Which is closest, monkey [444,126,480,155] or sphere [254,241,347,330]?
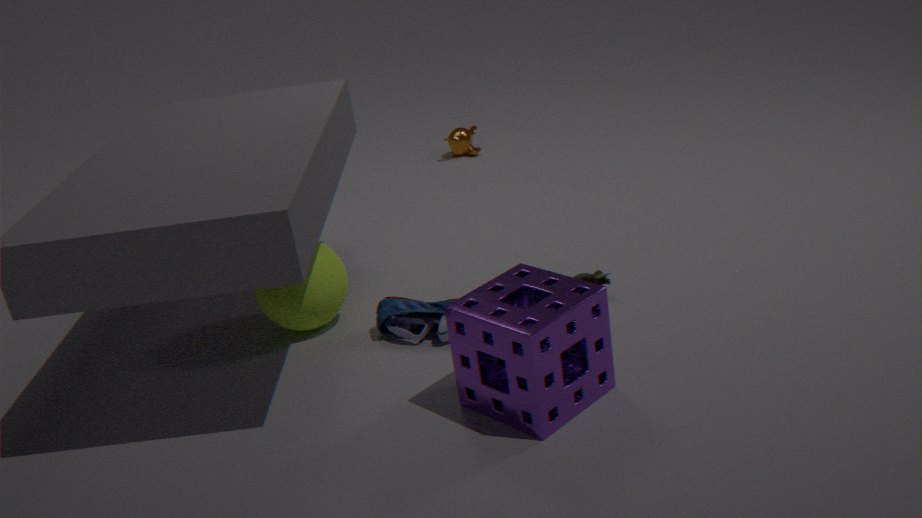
sphere [254,241,347,330]
